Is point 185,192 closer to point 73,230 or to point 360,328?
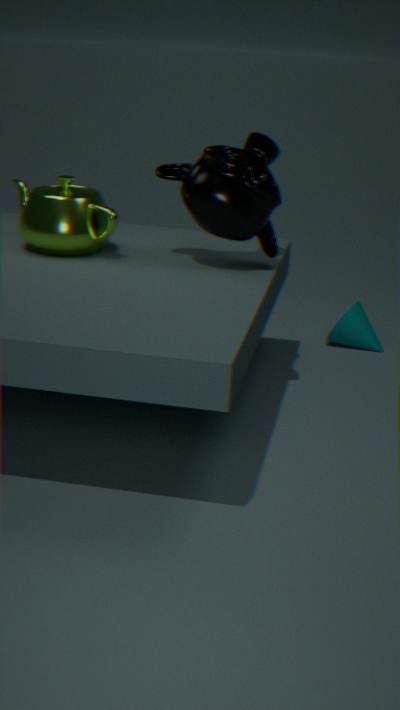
point 73,230
